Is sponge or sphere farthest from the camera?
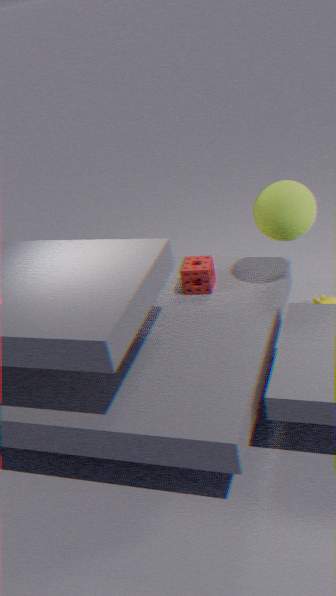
sponge
